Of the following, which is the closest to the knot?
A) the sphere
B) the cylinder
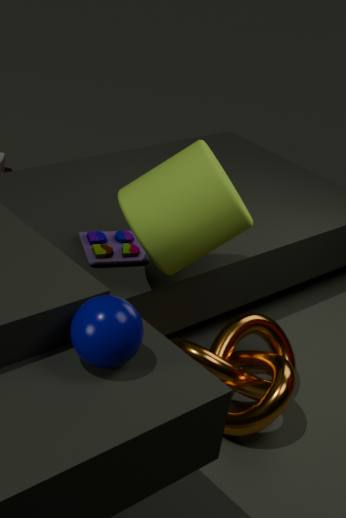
the cylinder
